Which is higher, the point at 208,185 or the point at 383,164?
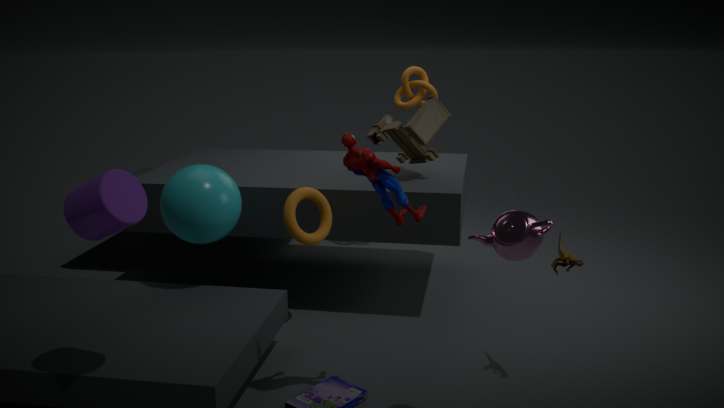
the point at 383,164
